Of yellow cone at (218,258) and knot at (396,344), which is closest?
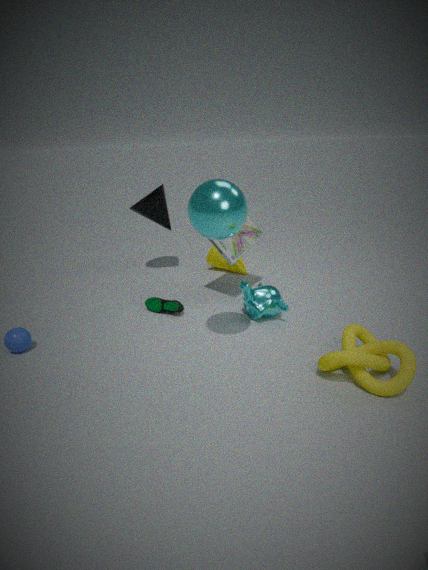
knot at (396,344)
